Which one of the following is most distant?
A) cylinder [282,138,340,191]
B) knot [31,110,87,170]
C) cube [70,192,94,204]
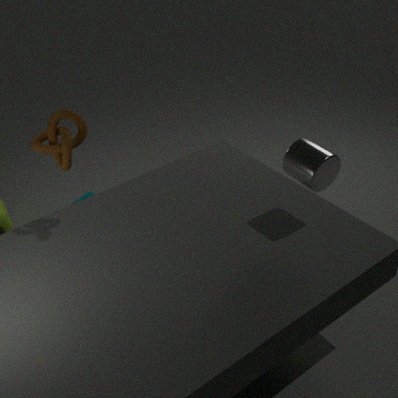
cube [70,192,94,204]
